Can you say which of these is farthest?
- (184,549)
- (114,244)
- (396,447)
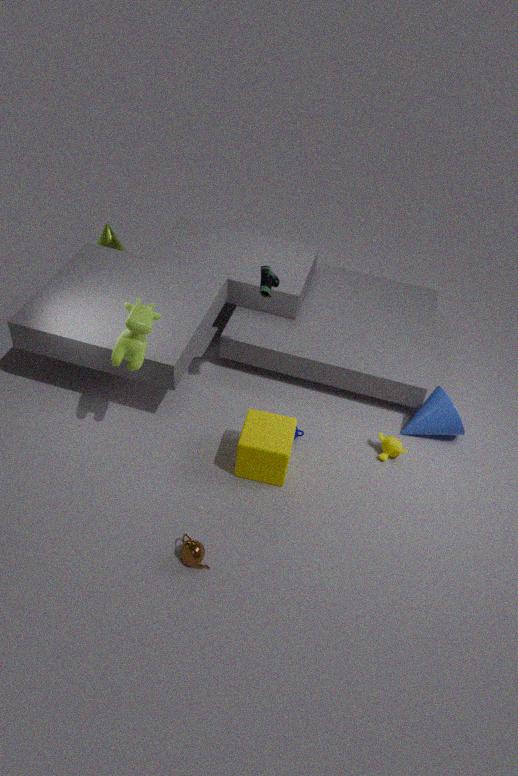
(114,244)
